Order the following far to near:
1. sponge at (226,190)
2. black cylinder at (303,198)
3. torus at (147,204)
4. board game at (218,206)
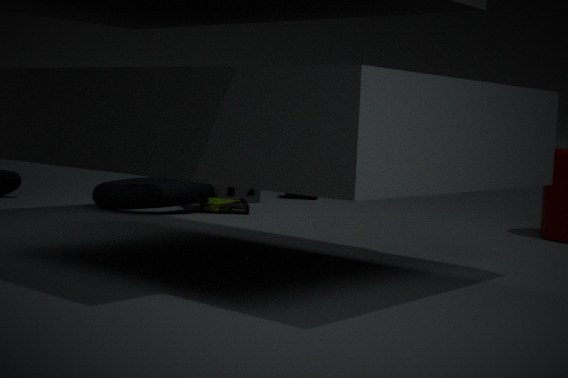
black cylinder at (303,198) < sponge at (226,190) < board game at (218,206) < torus at (147,204)
